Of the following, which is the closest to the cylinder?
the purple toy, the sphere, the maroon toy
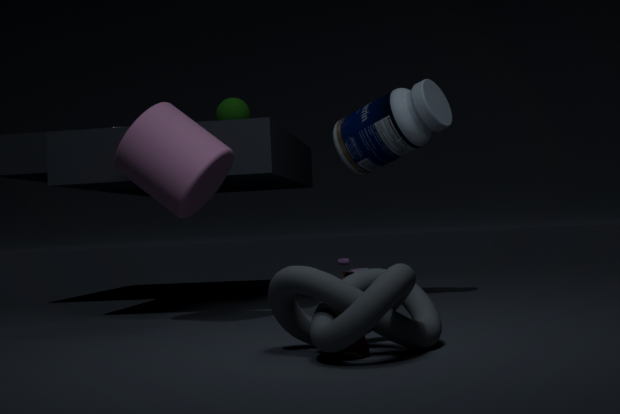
the sphere
